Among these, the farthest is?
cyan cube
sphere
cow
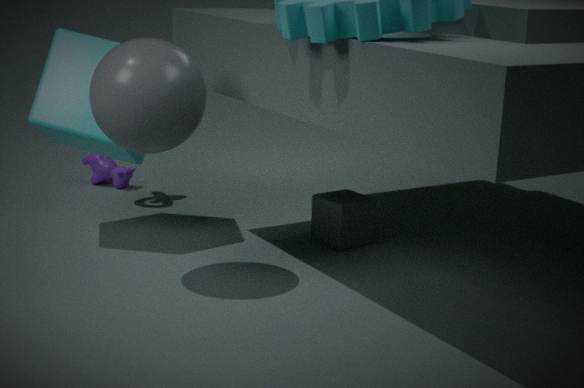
cow
